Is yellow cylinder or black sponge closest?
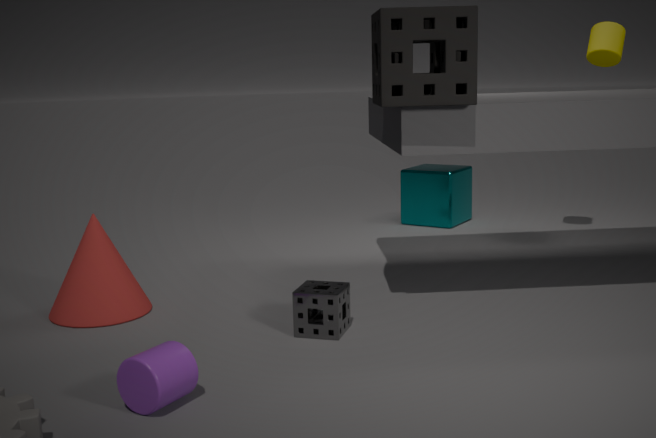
black sponge
